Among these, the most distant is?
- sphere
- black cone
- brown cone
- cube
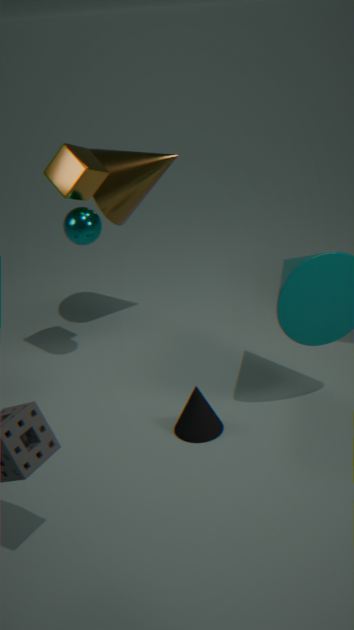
brown cone
